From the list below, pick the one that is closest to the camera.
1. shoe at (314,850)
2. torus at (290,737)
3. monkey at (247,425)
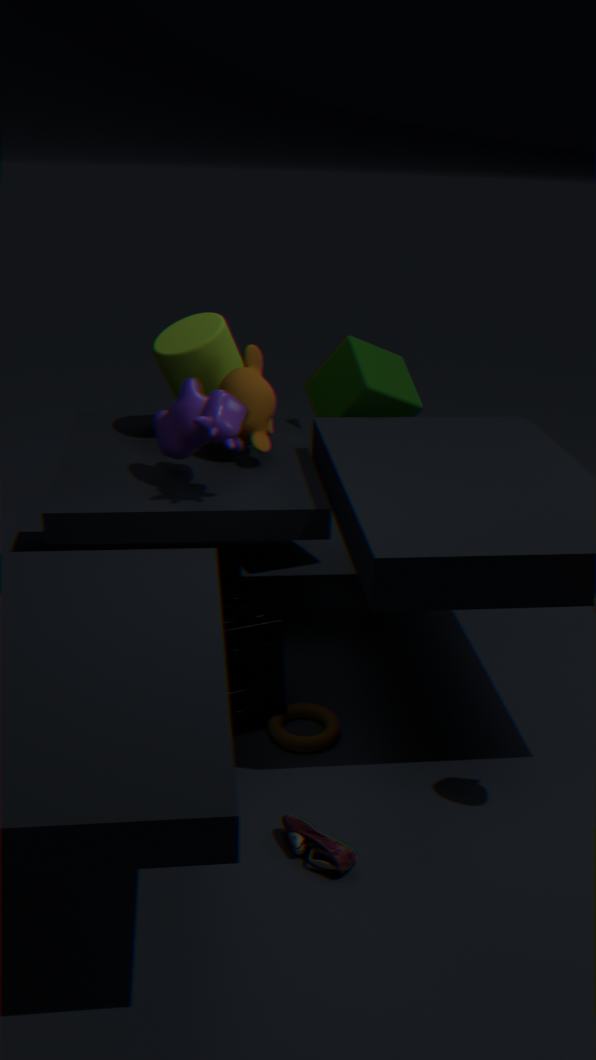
shoe at (314,850)
